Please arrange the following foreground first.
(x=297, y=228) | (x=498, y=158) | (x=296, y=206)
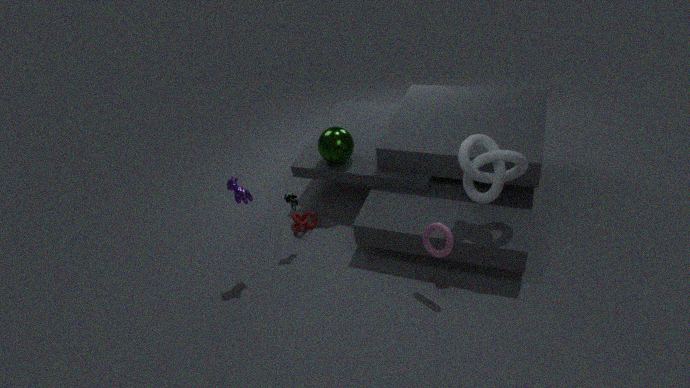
1. (x=498, y=158)
2. (x=296, y=206)
3. (x=297, y=228)
